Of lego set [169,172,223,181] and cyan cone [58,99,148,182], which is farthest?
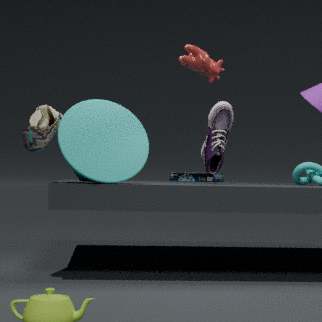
lego set [169,172,223,181]
